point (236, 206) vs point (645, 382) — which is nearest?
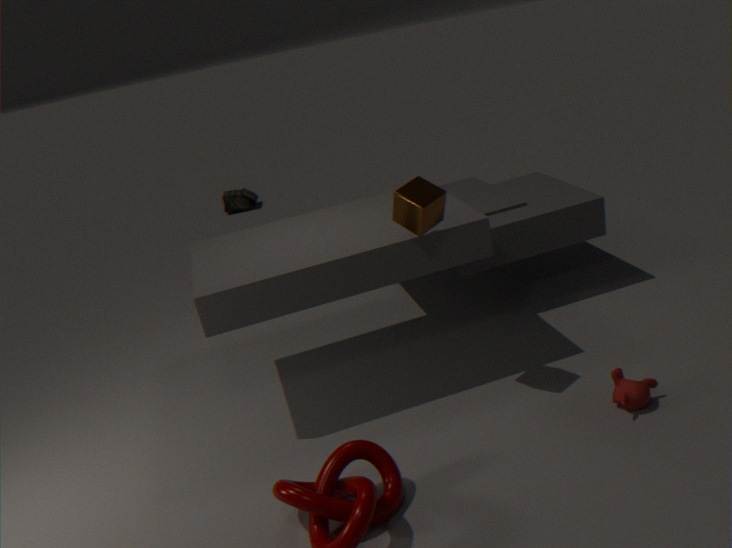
point (645, 382)
